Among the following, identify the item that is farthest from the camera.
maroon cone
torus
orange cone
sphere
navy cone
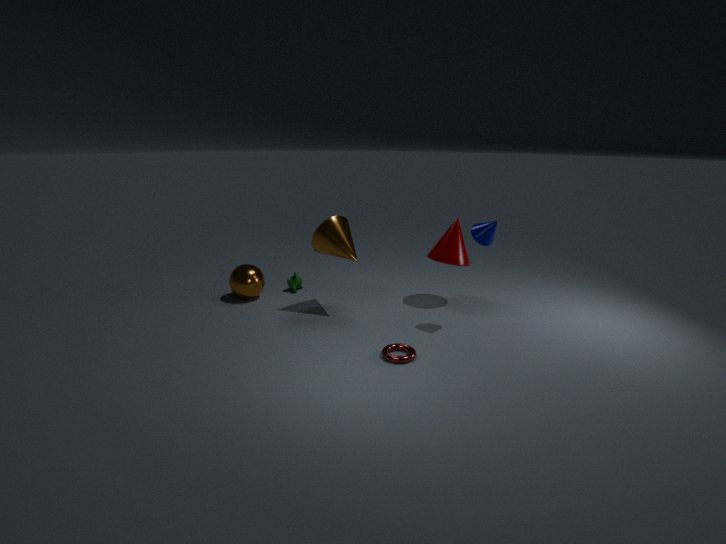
sphere
